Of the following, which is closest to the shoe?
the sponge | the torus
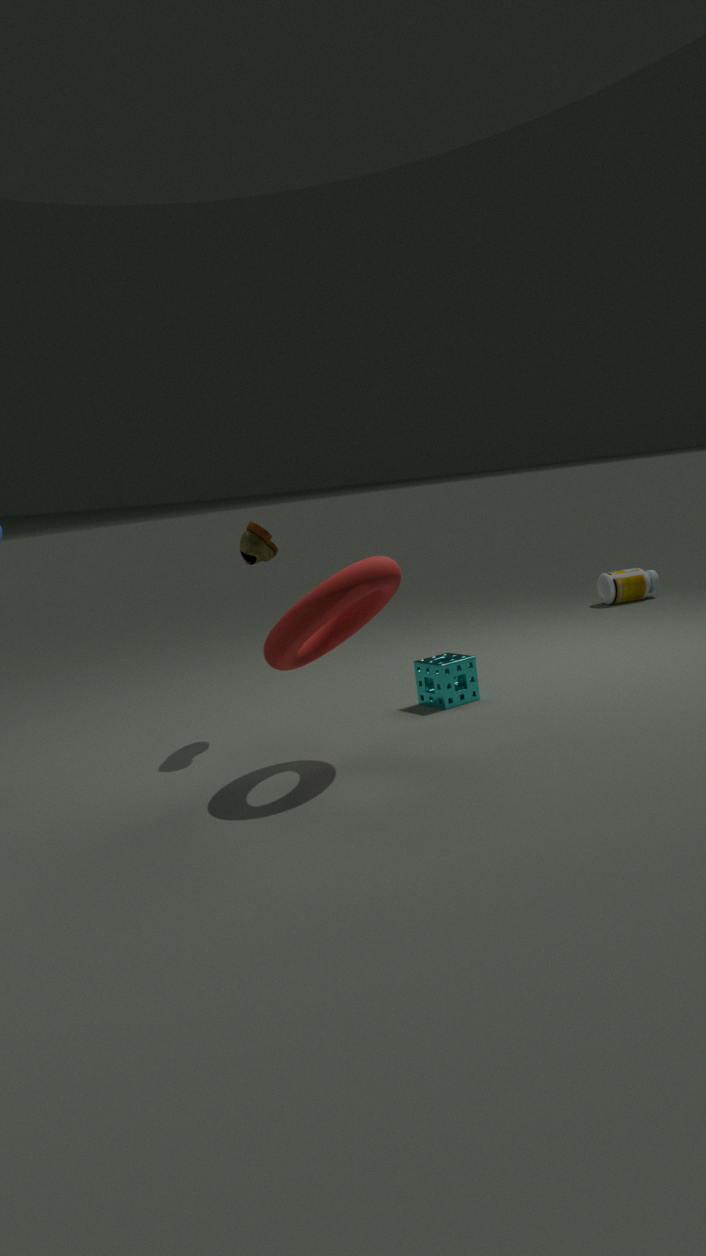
the torus
